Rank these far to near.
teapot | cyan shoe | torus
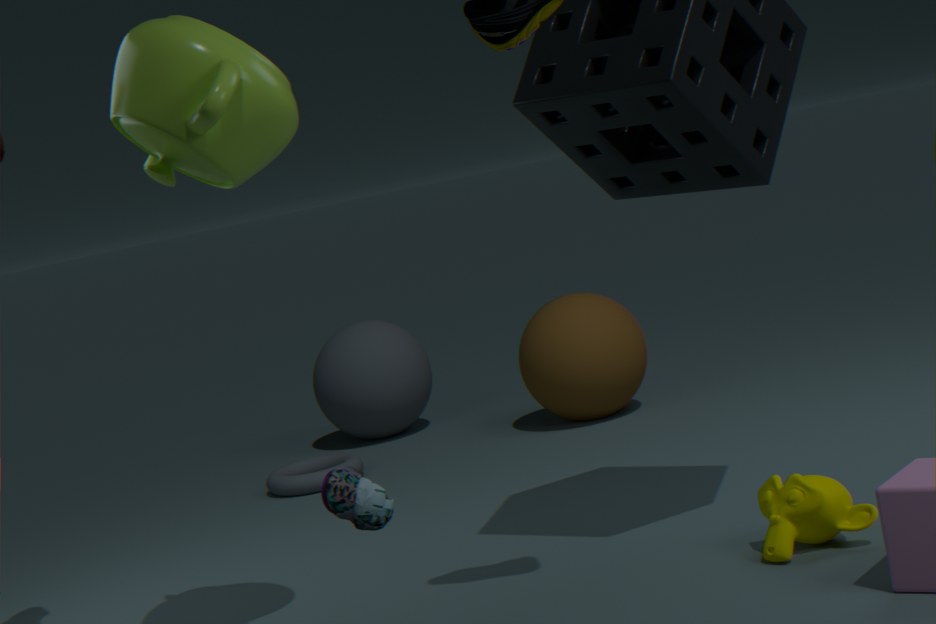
torus < teapot < cyan shoe
